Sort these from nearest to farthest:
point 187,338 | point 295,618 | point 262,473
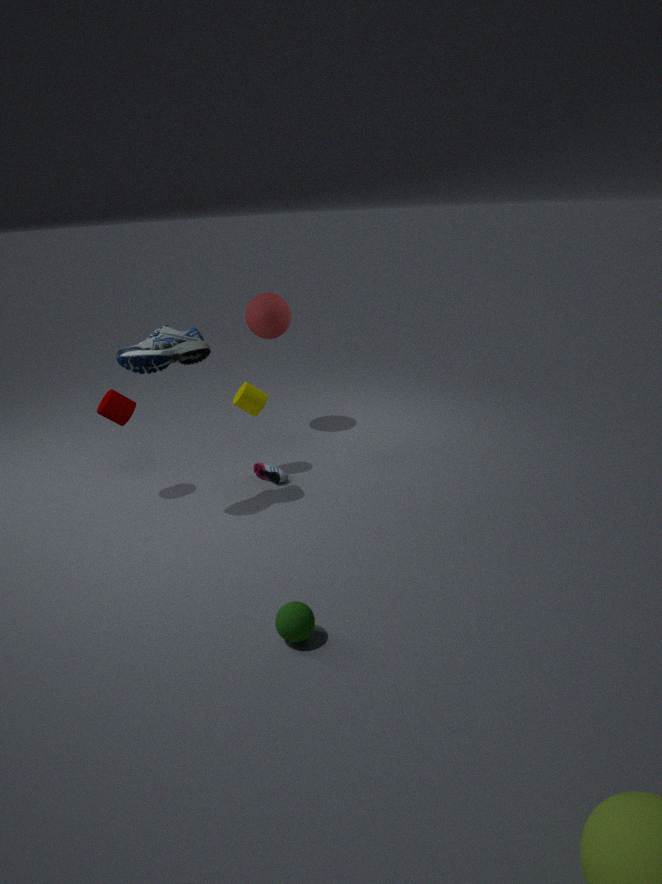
1. point 295,618
2. point 187,338
3. point 262,473
